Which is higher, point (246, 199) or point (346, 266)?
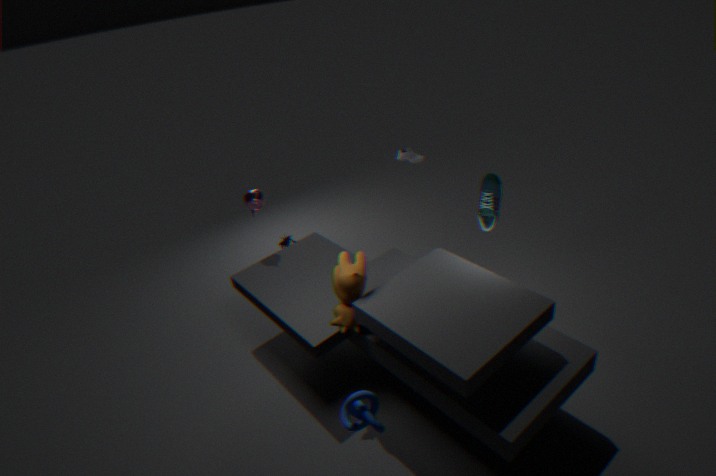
point (246, 199)
